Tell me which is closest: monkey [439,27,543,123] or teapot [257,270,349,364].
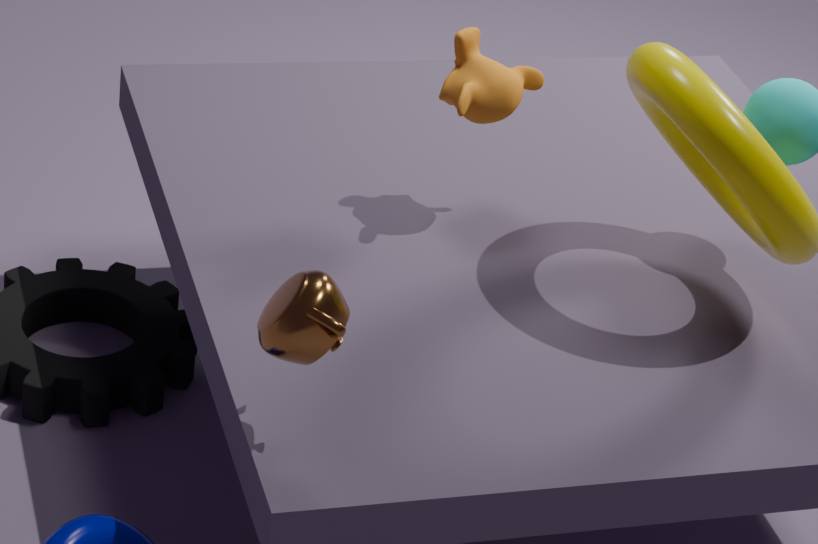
teapot [257,270,349,364]
